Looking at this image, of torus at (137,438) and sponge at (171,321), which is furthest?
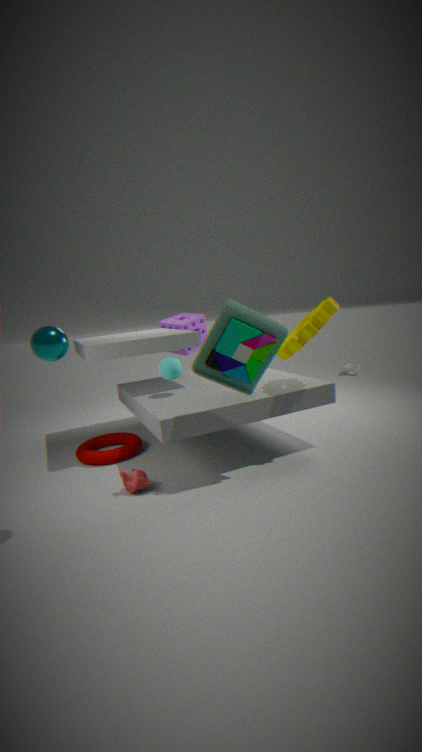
sponge at (171,321)
